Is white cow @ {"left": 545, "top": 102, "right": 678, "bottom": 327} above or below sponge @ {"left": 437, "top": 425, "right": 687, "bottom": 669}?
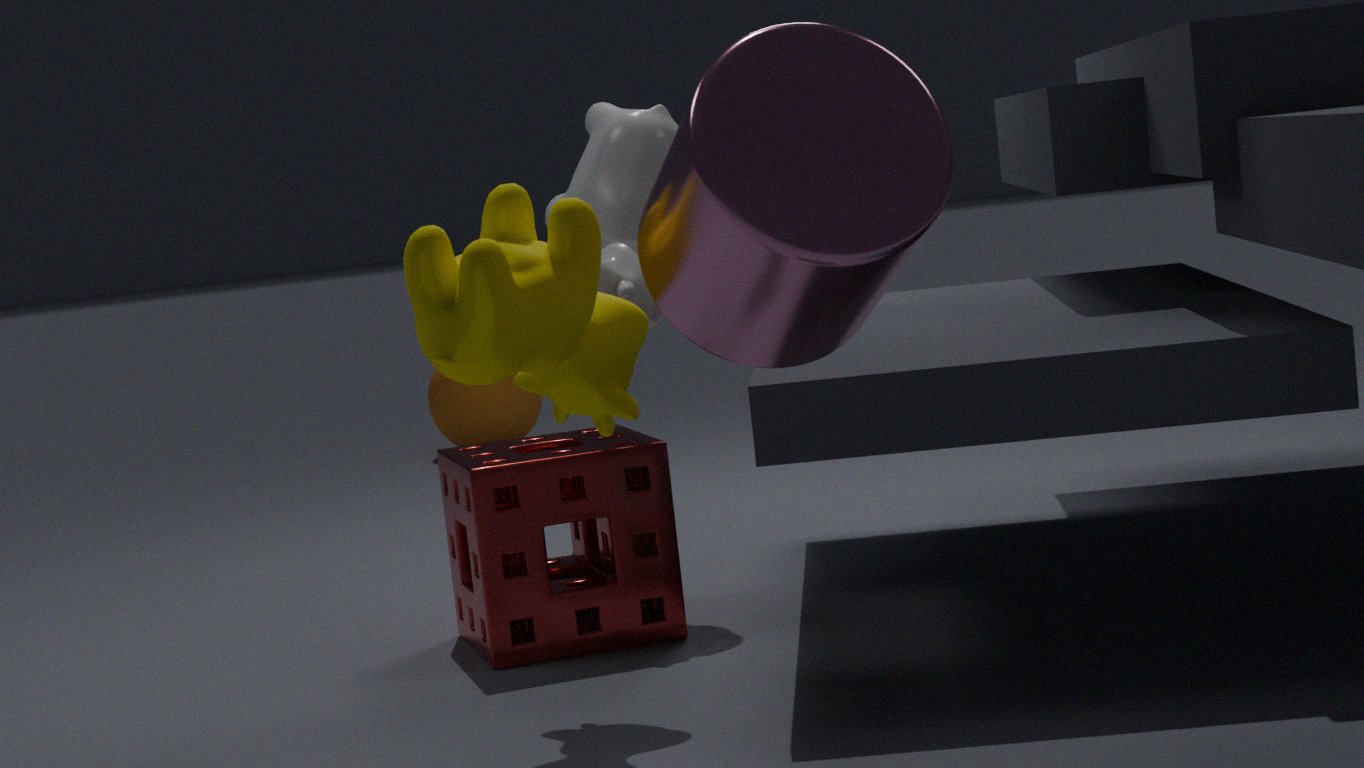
Answer: above
